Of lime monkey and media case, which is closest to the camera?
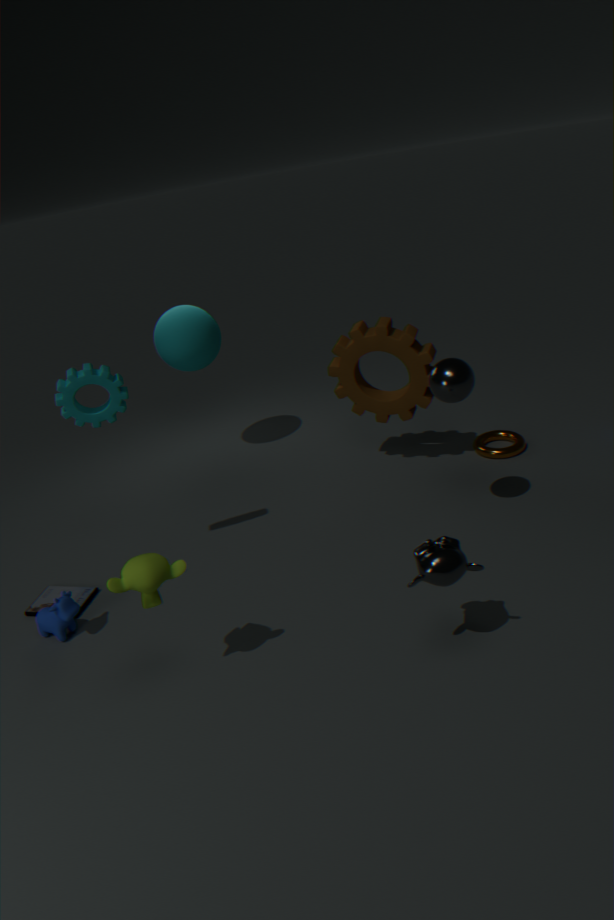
lime monkey
